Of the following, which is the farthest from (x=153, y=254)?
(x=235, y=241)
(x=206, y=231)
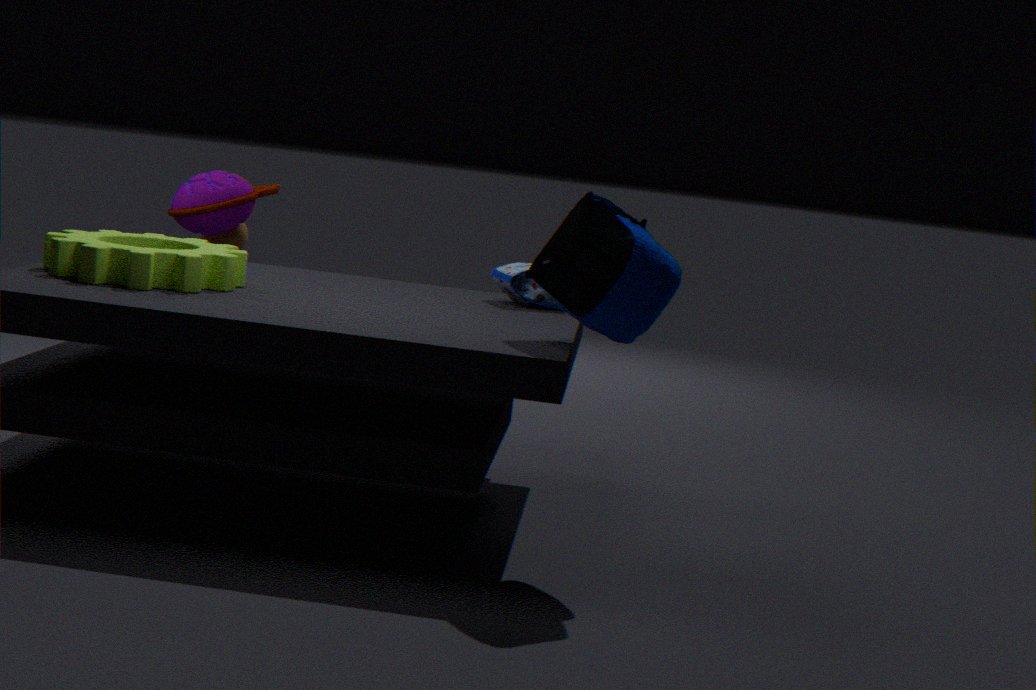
(x=235, y=241)
